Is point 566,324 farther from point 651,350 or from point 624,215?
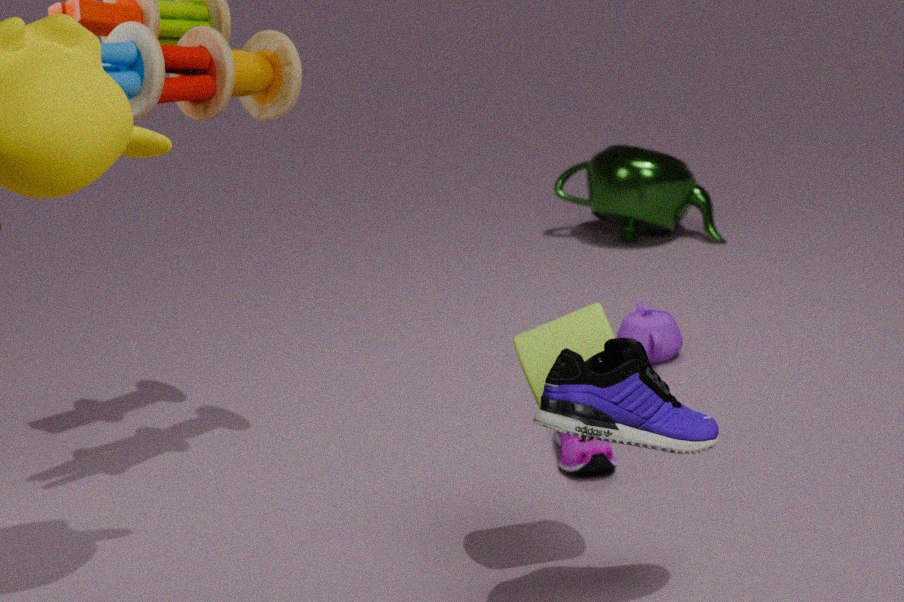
point 624,215
